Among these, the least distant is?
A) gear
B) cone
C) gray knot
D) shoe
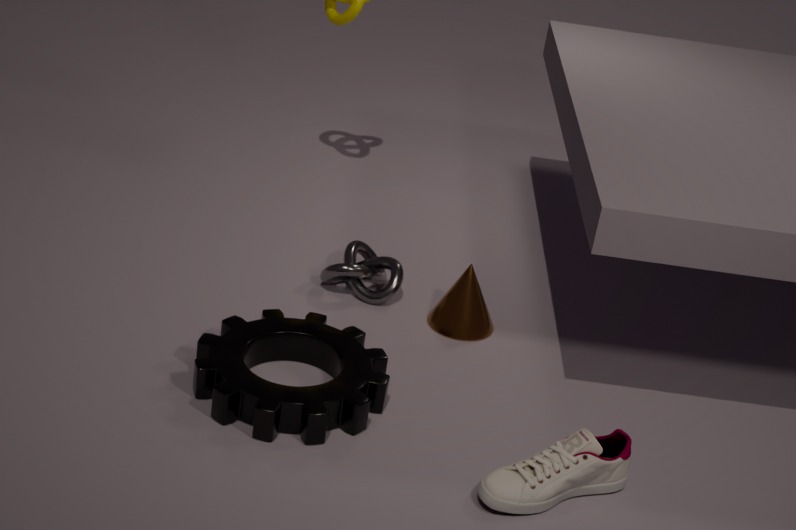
D. shoe
